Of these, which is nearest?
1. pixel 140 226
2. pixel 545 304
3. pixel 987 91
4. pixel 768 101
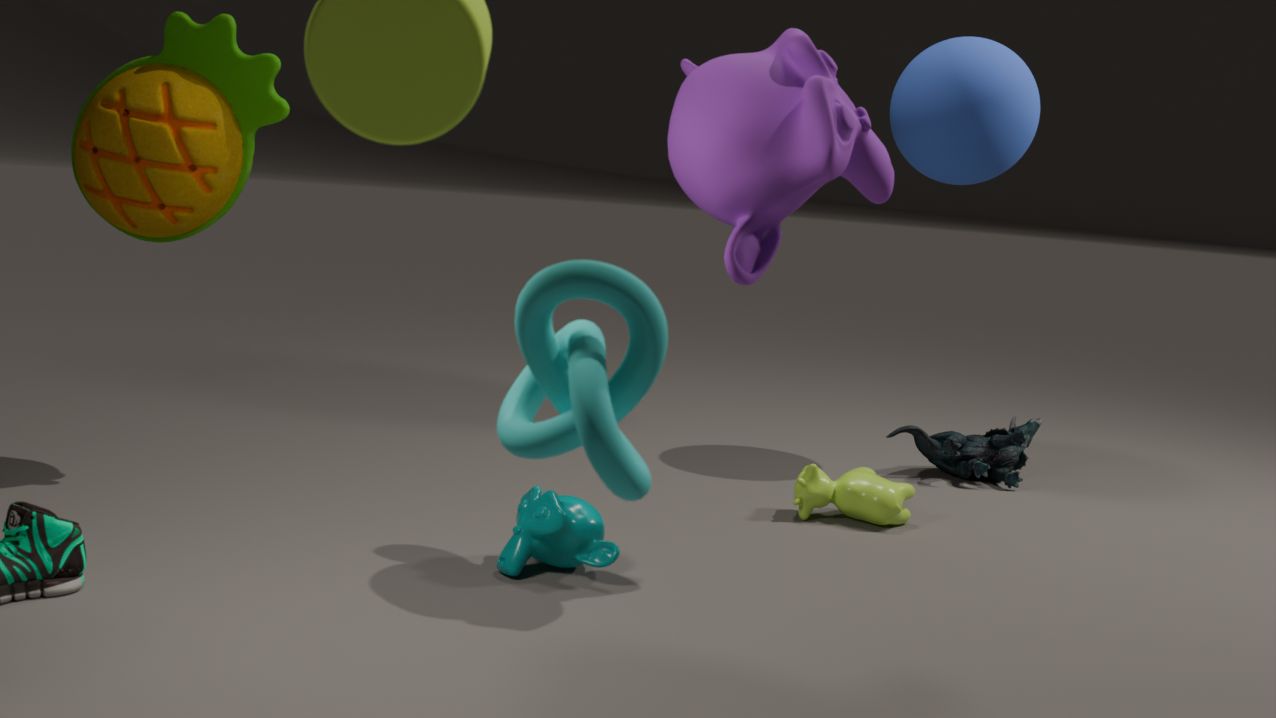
pixel 545 304
